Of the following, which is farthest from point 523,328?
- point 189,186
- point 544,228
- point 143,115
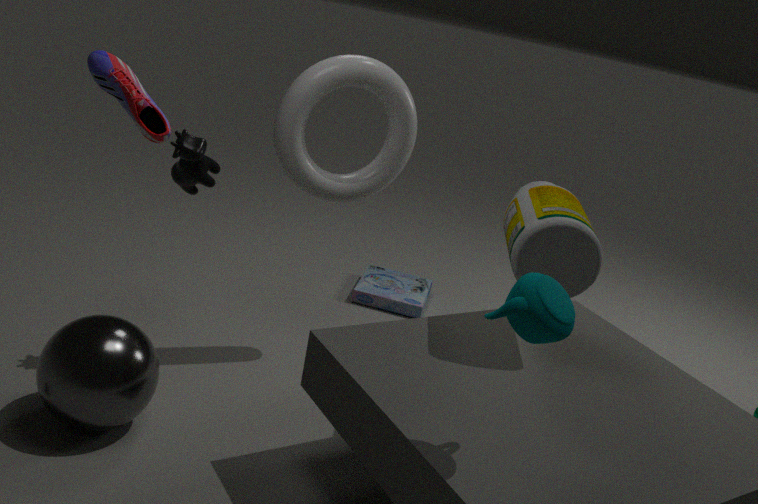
point 189,186
